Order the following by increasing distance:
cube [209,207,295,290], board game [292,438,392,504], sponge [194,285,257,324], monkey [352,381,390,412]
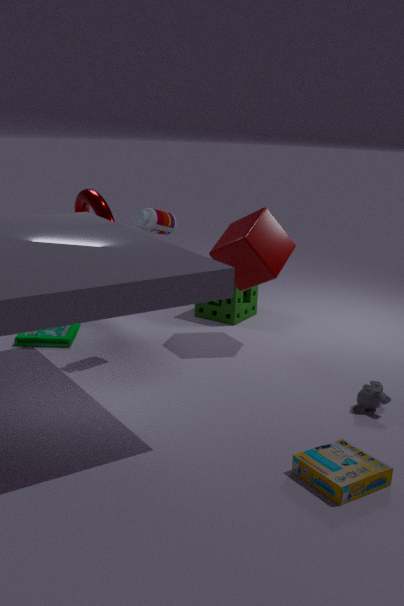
1. board game [292,438,392,504]
2. monkey [352,381,390,412]
3. cube [209,207,295,290]
4. sponge [194,285,257,324]
